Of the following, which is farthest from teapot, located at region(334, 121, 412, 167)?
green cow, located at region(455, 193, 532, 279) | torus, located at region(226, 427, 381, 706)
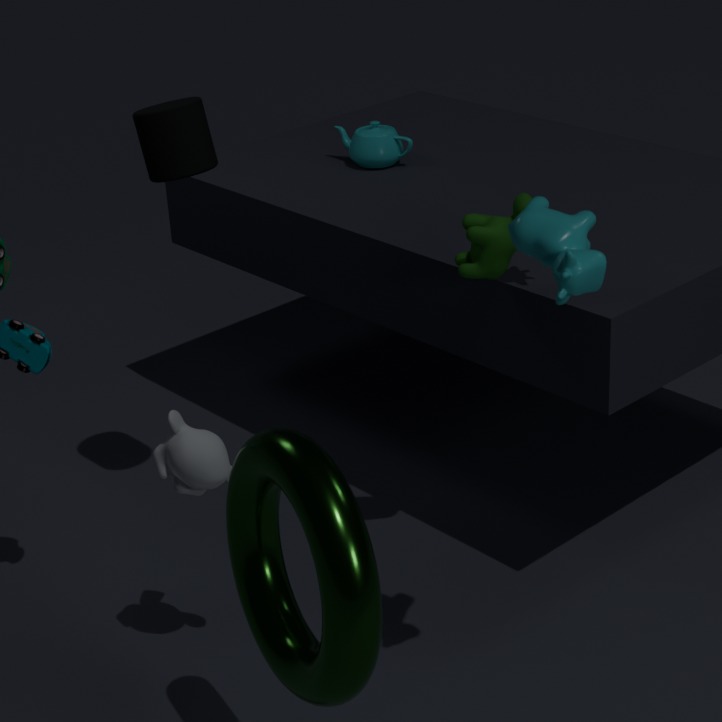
torus, located at region(226, 427, 381, 706)
